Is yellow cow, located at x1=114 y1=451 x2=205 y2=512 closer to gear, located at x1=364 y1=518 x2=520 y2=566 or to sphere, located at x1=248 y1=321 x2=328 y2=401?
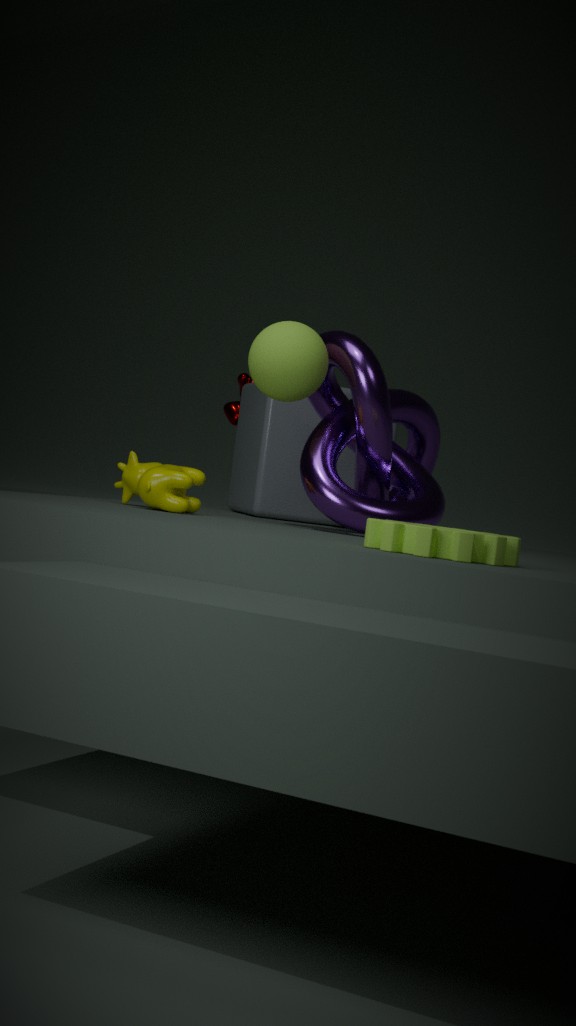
sphere, located at x1=248 y1=321 x2=328 y2=401
